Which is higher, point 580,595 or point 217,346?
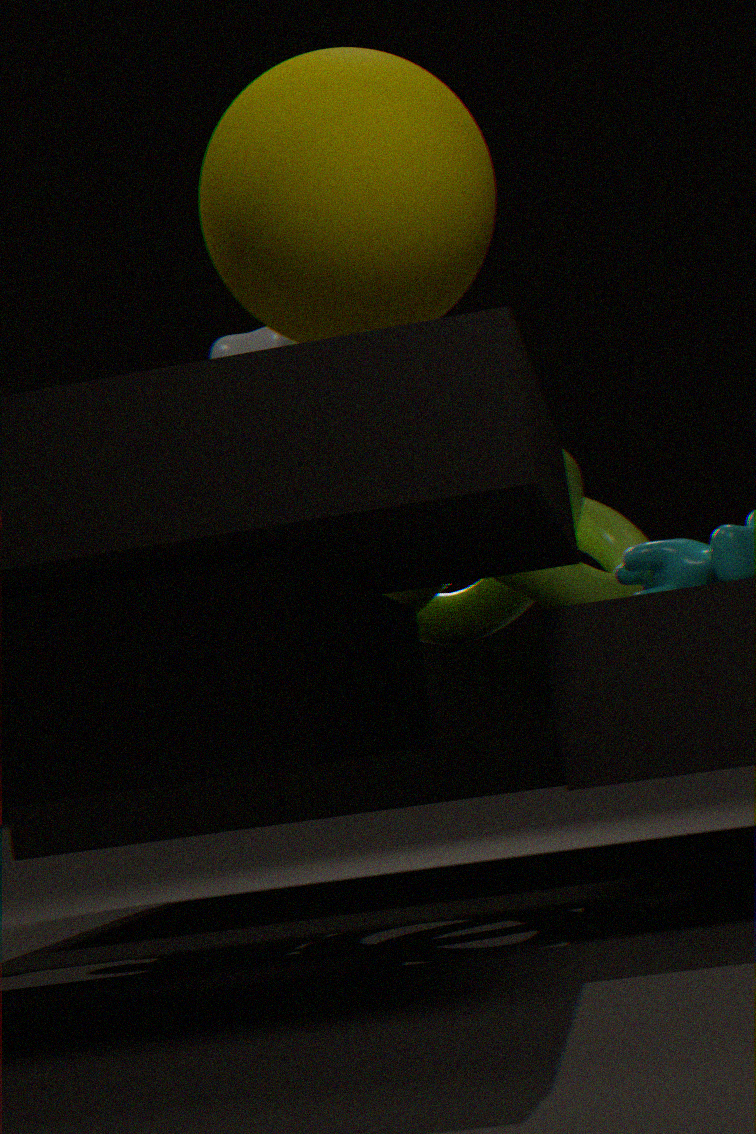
point 217,346
